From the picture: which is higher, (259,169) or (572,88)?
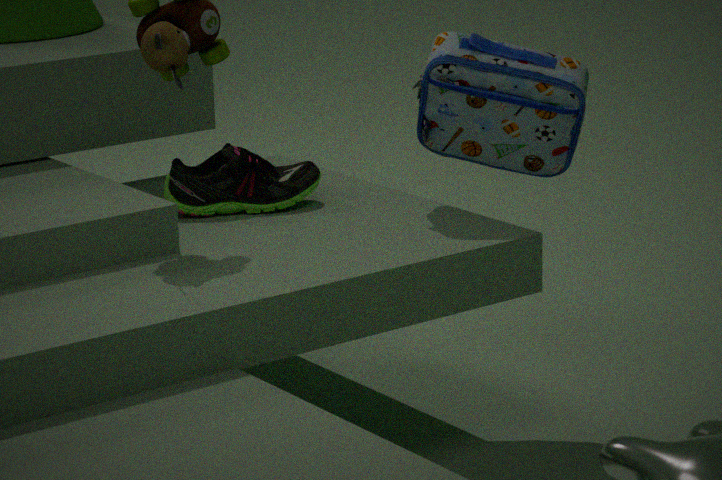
(572,88)
